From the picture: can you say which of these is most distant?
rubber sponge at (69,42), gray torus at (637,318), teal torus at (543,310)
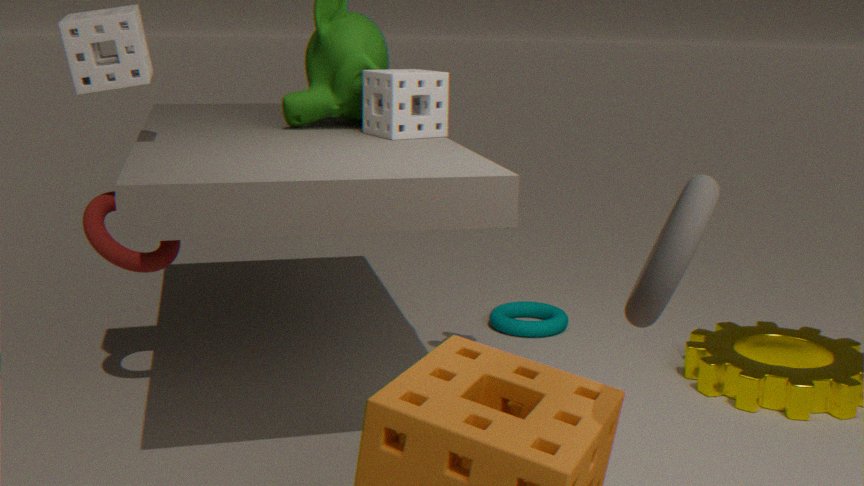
teal torus at (543,310)
